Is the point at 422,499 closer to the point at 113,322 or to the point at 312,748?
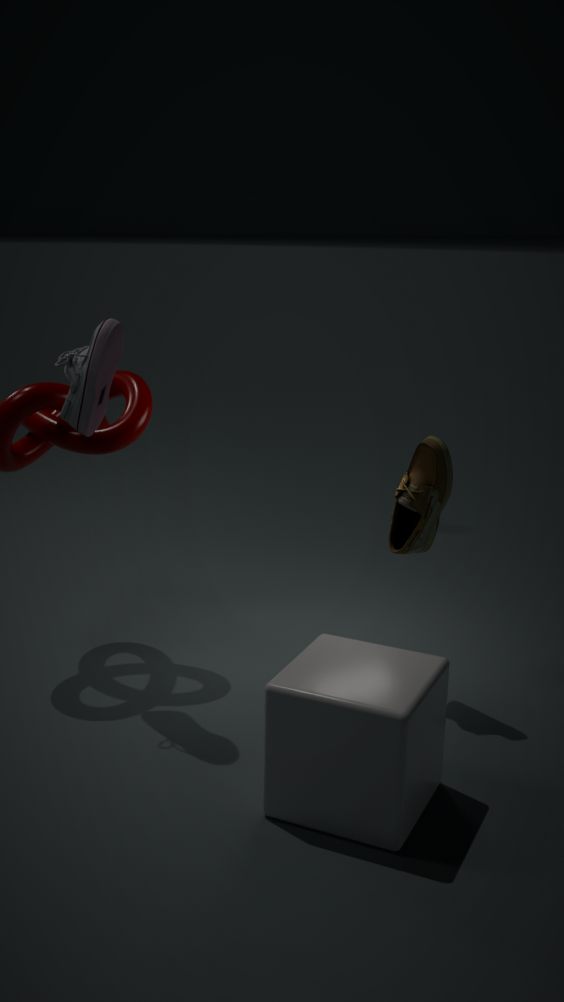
the point at 312,748
